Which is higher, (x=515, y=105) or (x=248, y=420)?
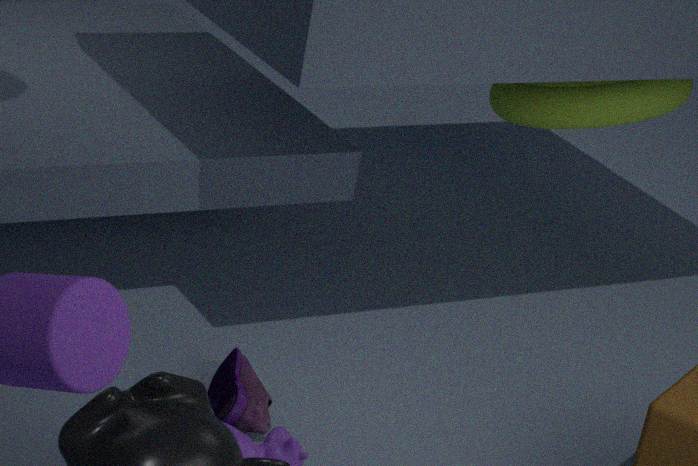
(x=515, y=105)
